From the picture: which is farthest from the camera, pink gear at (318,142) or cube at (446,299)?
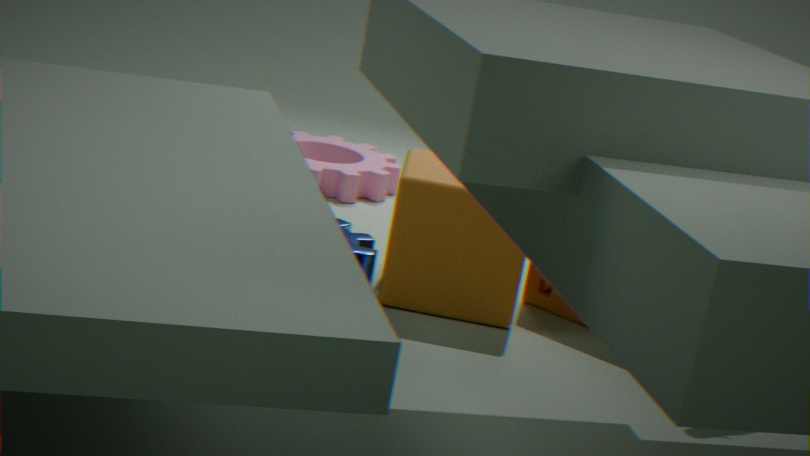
pink gear at (318,142)
